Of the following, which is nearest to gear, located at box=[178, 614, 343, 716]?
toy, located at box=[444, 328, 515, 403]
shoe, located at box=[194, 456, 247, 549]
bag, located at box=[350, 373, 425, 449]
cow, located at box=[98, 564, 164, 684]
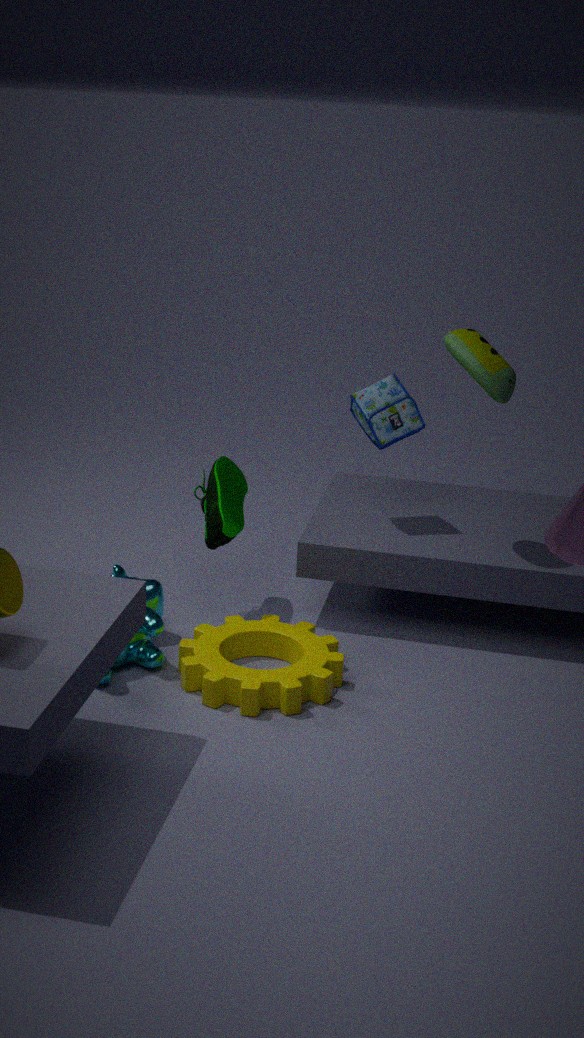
cow, located at box=[98, 564, 164, 684]
